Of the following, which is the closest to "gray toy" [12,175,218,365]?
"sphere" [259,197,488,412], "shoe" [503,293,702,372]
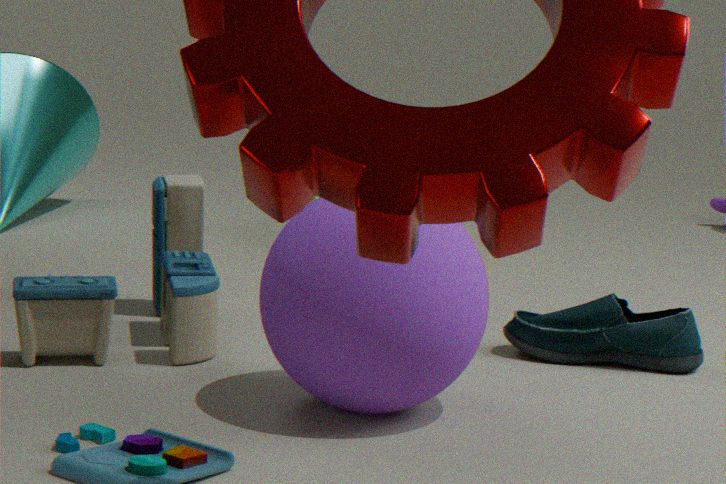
"sphere" [259,197,488,412]
